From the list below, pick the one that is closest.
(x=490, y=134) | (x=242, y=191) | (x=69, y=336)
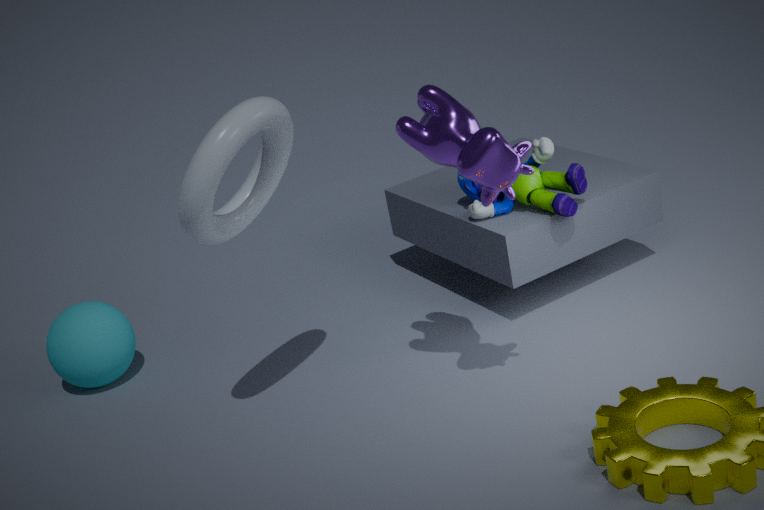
(x=490, y=134)
